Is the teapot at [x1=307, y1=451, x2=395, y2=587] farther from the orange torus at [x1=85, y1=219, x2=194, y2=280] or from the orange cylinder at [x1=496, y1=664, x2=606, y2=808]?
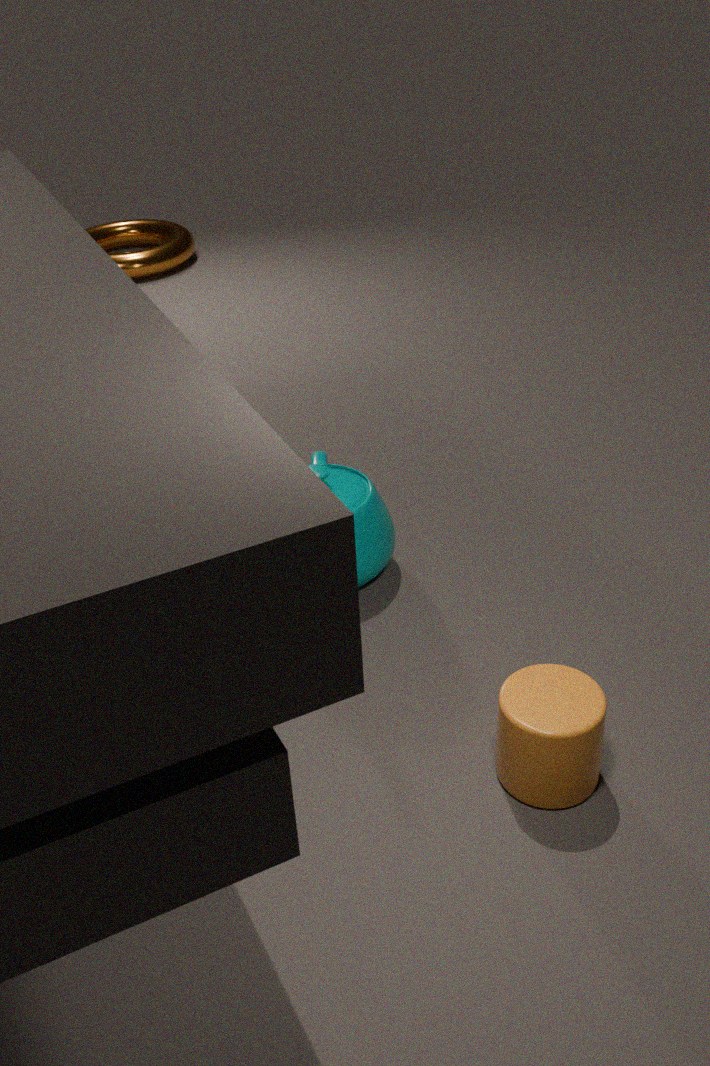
the orange torus at [x1=85, y1=219, x2=194, y2=280]
